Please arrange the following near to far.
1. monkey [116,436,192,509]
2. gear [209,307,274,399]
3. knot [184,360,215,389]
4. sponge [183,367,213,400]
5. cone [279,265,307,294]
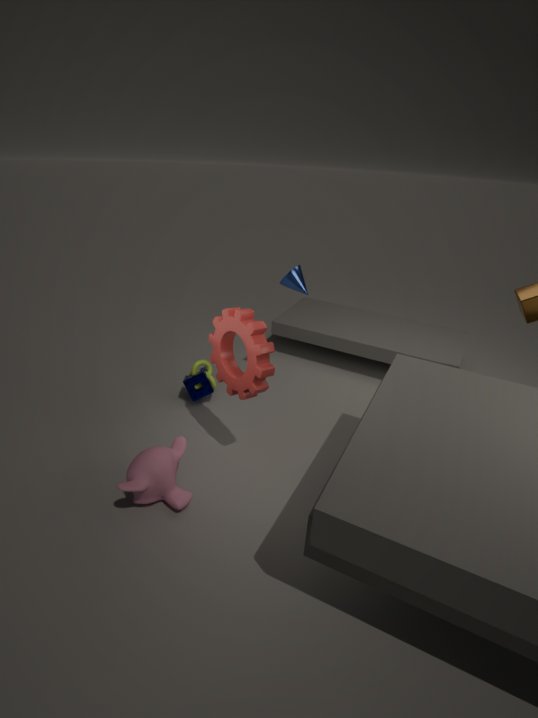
1. monkey [116,436,192,509]
2. gear [209,307,274,399]
3. cone [279,265,307,294]
4. sponge [183,367,213,400]
5. knot [184,360,215,389]
